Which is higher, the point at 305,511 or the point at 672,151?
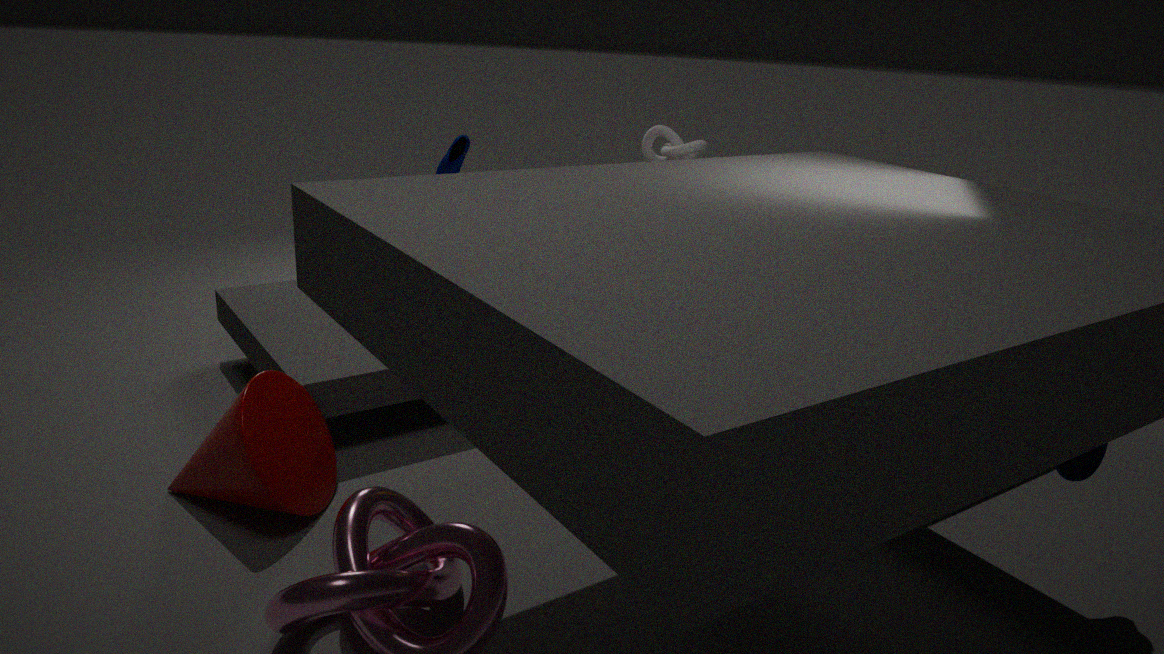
the point at 672,151
